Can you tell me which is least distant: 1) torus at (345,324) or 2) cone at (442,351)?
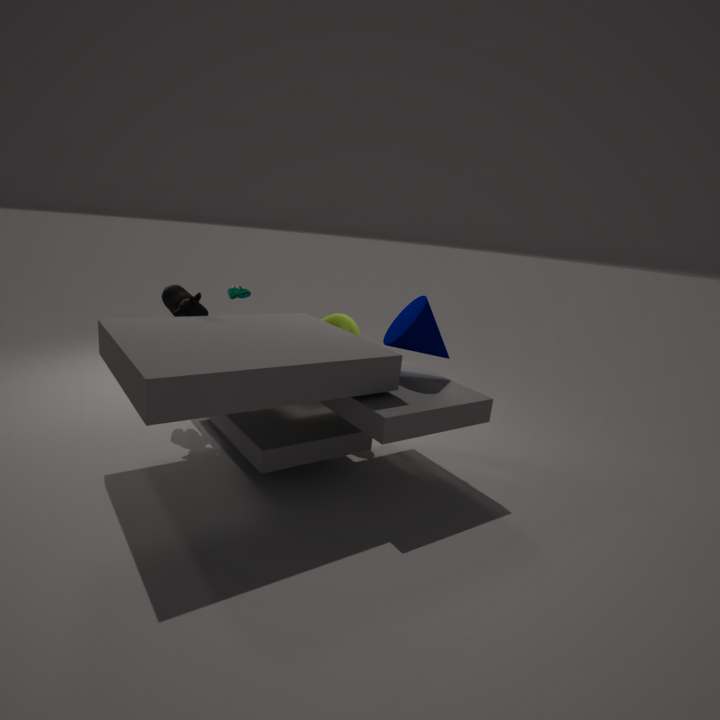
2. cone at (442,351)
